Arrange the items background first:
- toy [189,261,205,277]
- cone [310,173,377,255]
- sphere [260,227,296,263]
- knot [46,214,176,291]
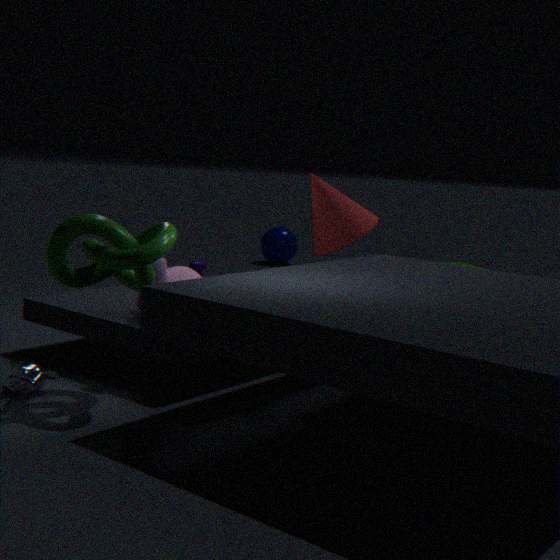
1. sphere [260,227,296,263]
2. toy [189,261,205,277]
3. cone [310,173,377,255]
4. knot [46,214,176,291]
